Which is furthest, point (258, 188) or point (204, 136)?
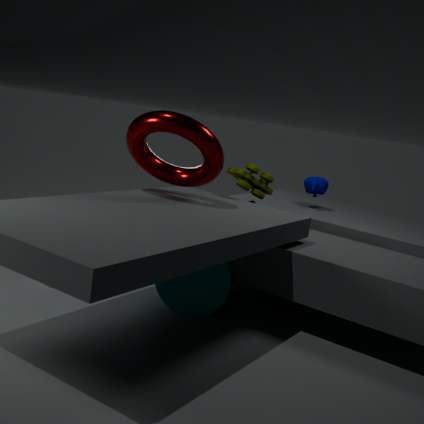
point (258, 188)
